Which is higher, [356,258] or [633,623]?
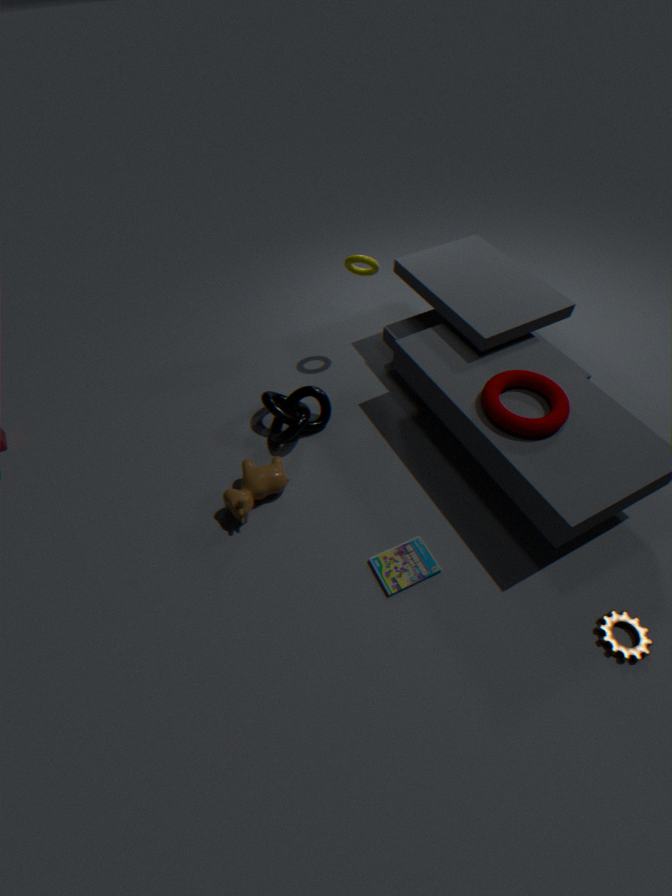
[356,258]
